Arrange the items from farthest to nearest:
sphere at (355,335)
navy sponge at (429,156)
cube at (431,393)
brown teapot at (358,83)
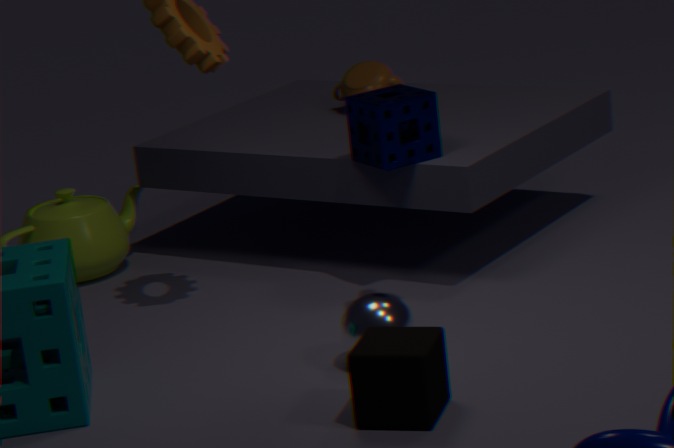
brown teapot at (358,83)
navy sponge at (429,156)
sphere at (355,335)
cube at (431,393)
